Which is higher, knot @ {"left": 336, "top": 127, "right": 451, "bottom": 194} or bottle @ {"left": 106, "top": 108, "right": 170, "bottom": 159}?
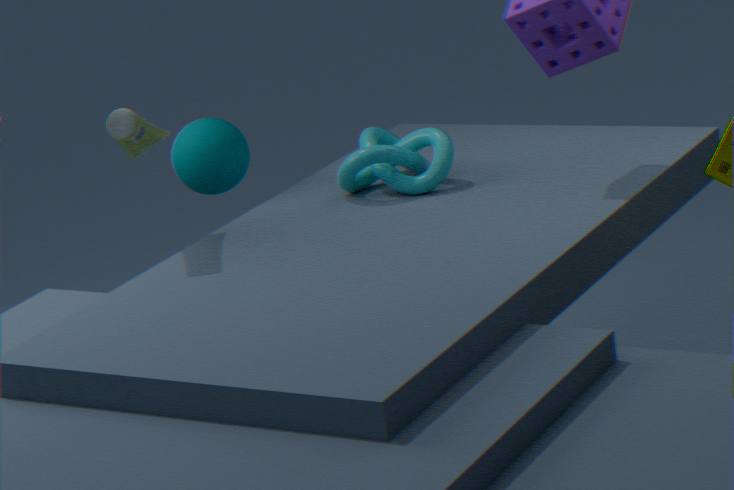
bottle @ {"left": 106, "top": 108, "right": 170, "bottom": 159}
